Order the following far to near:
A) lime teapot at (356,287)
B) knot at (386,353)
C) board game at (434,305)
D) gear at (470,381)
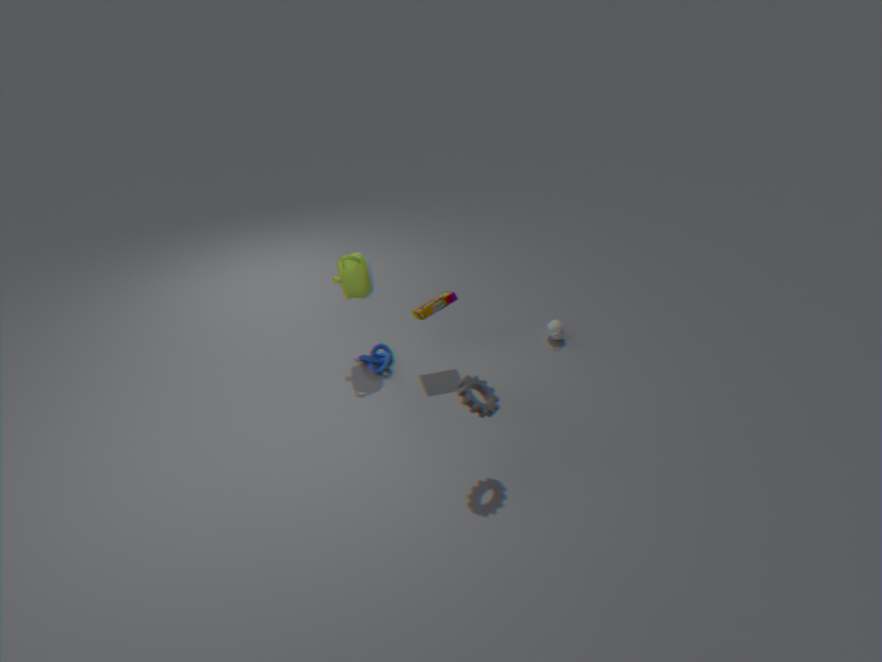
knot at (386,353) < board game at (434,305) < lime teapot at (356,287) < gear at (470,381)
